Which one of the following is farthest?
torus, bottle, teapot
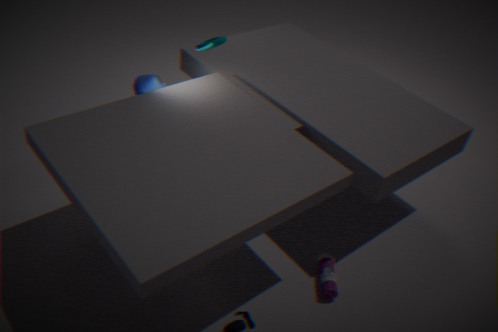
teapot
